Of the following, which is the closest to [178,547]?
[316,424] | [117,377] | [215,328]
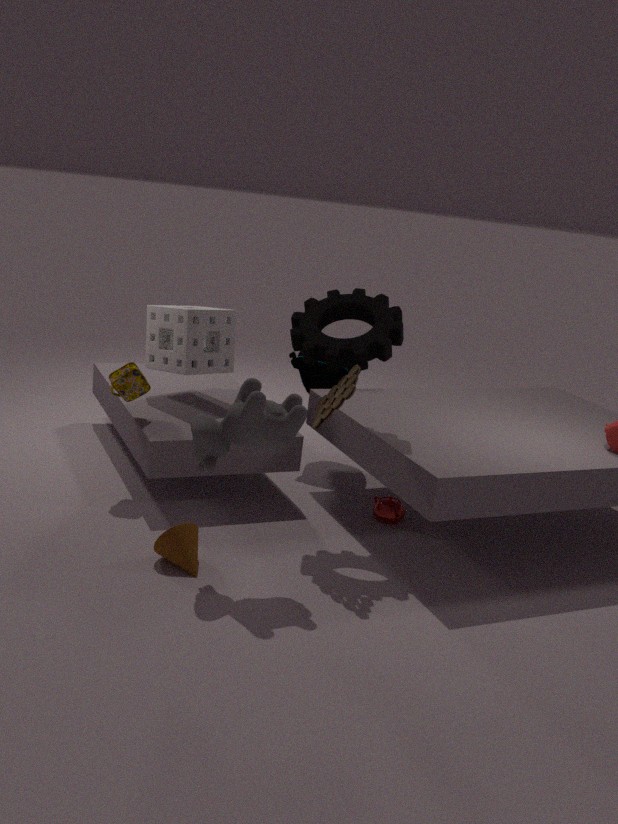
[316,424]
